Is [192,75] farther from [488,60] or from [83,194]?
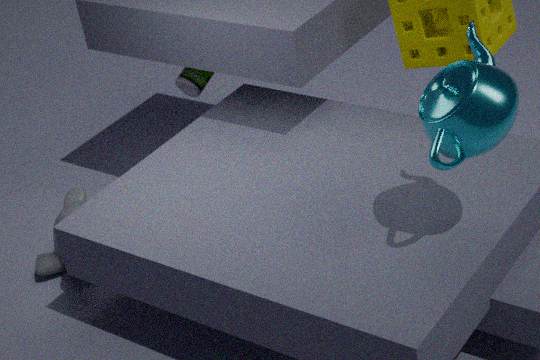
[488,60]
